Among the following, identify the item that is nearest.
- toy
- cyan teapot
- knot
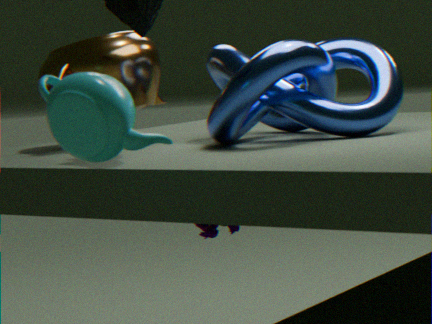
cyan teapot
